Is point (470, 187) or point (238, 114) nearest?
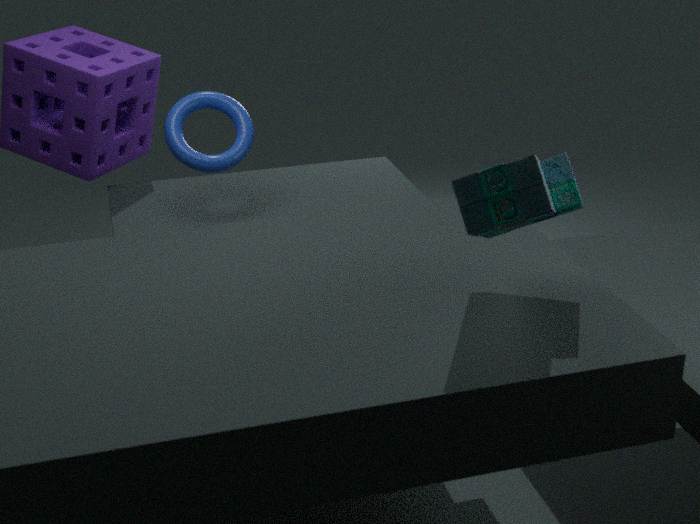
point (470, 187)
